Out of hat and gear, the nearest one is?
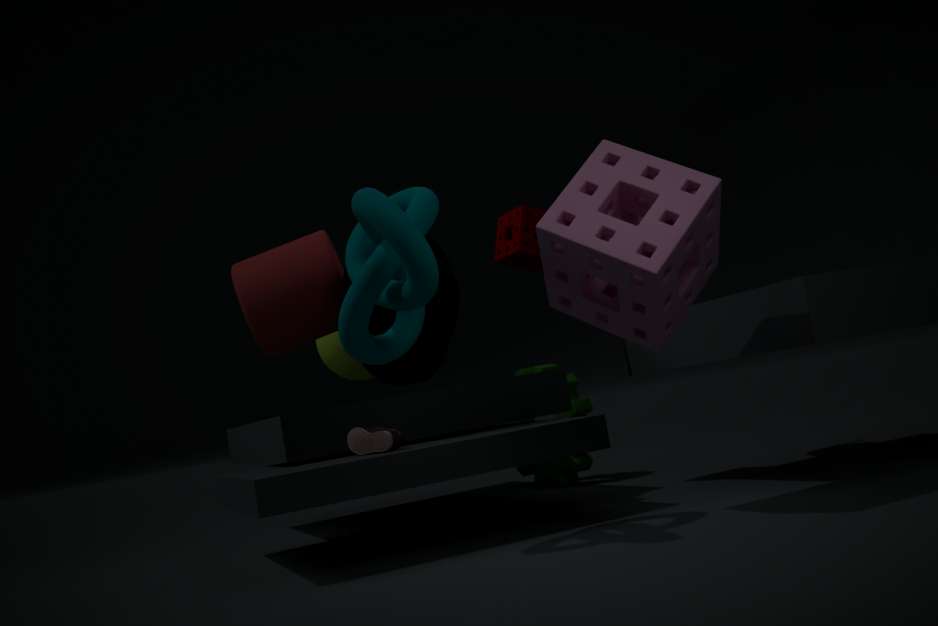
hat
